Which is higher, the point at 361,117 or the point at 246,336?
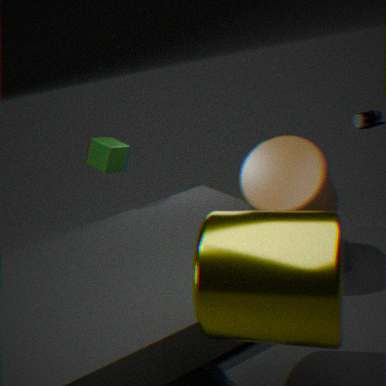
the point at 246,336
